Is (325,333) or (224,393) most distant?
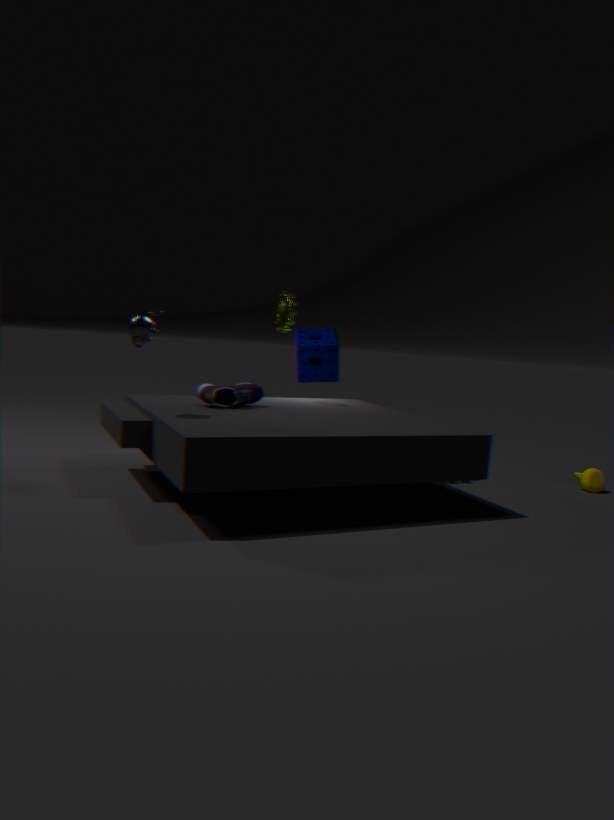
(325,333)
